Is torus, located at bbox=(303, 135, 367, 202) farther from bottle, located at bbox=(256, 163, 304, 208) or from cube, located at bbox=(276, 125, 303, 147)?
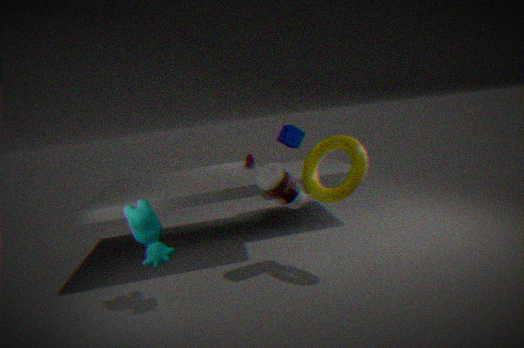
cube, located at bbox=(276, 125, 303, 147)
